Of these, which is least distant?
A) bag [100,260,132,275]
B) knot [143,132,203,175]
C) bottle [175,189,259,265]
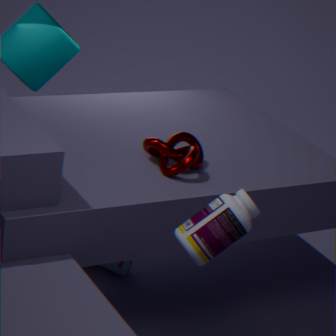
bottle [175,189,259,265]
